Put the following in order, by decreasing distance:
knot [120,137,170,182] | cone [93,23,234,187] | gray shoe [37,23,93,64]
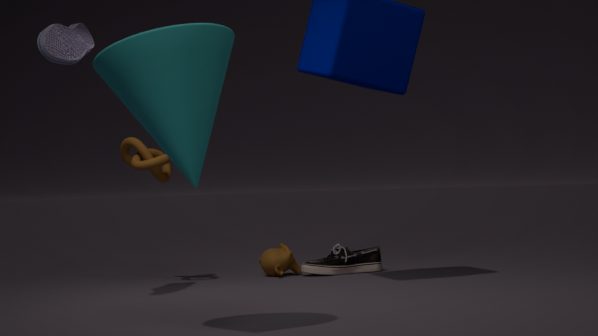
1. knot [120,137,170,182]
2. gray shoe [37,23,93,64]
3. cone [93,23,234,187]
